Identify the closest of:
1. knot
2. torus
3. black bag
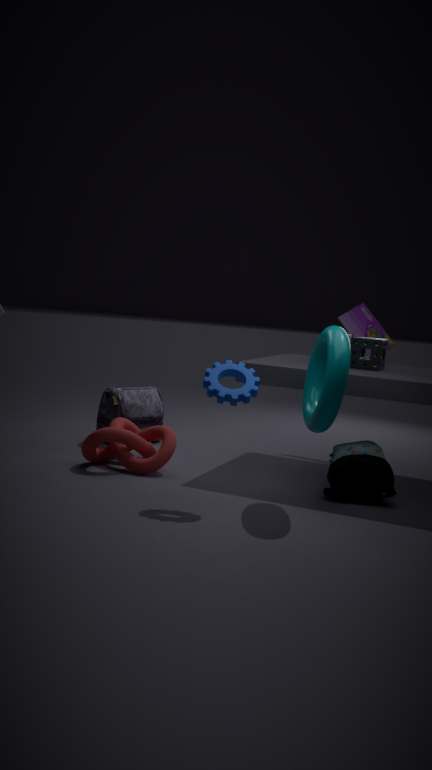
torus
